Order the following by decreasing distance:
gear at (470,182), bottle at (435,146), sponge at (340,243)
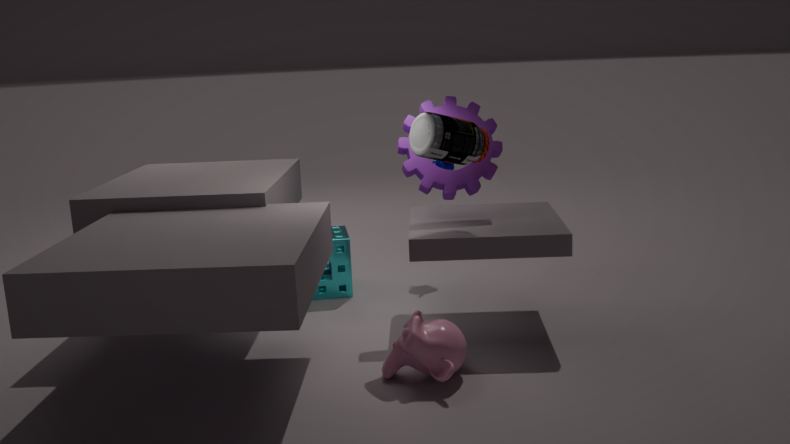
sponge at (340,243) → gear at (470,182) → bottle at (435,146)
